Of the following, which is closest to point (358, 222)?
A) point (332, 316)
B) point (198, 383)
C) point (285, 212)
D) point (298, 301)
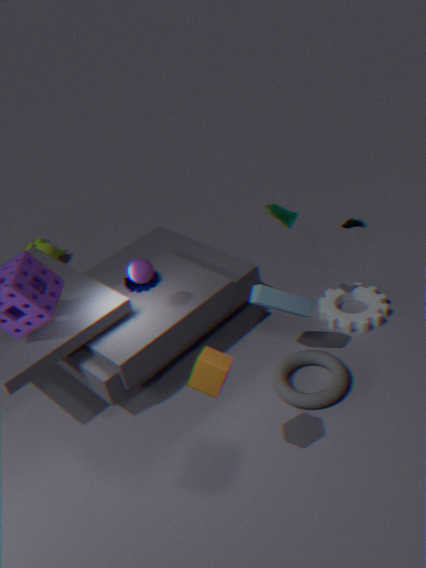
point (332, 316)
